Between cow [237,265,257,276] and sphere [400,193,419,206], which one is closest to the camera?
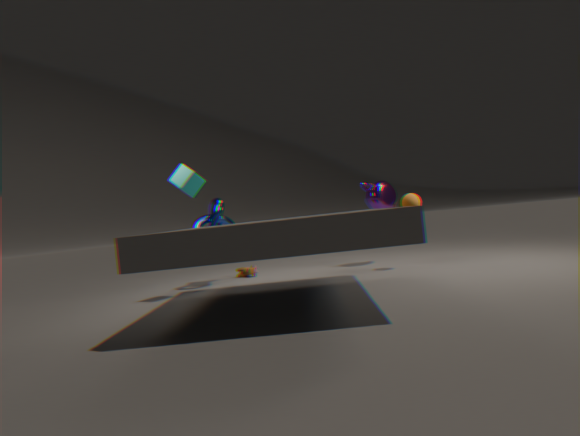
sphere [400,193,419,206]
